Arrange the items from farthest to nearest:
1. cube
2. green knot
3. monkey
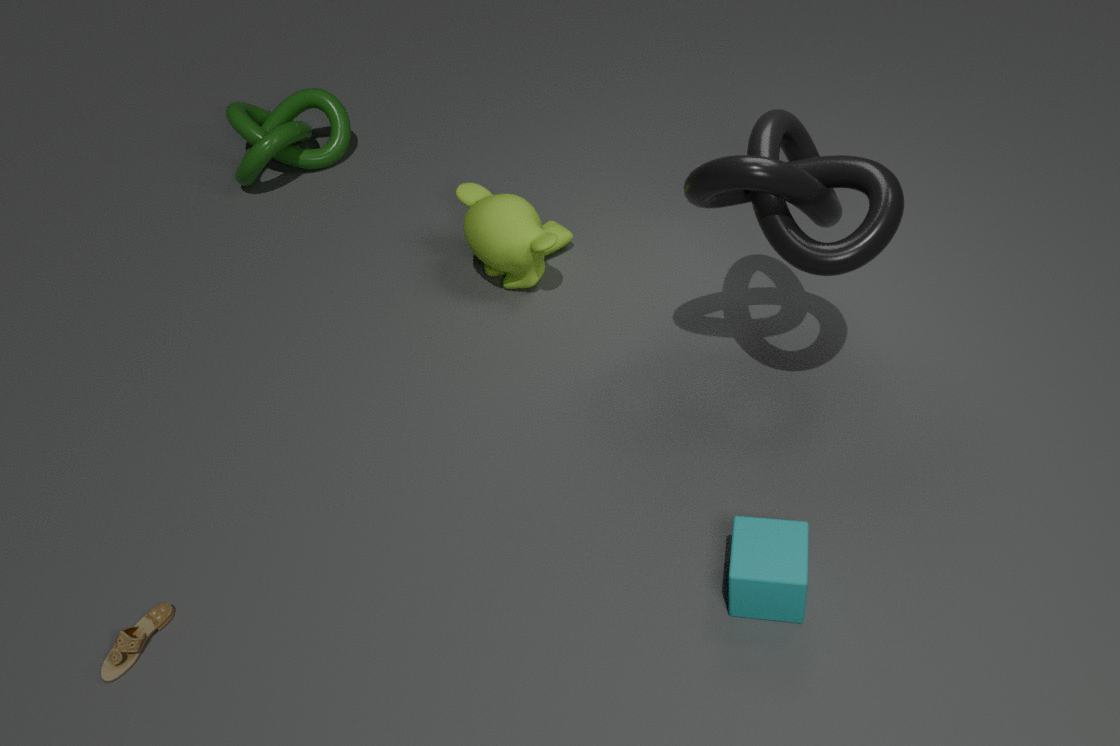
green knot
monkey
cube
